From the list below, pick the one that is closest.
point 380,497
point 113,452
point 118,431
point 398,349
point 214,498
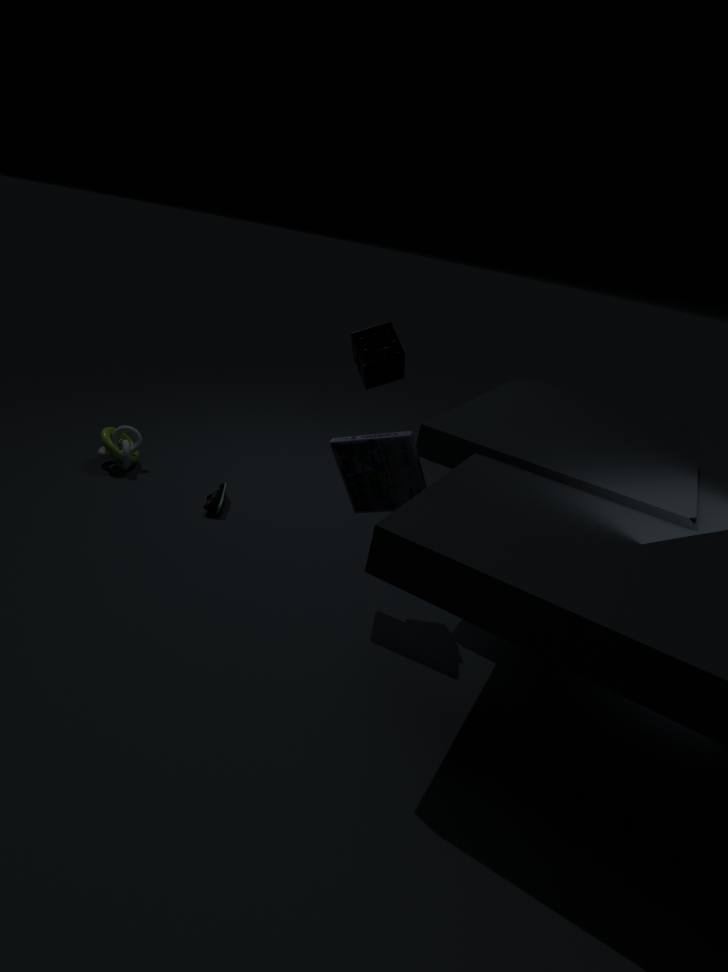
point 398,349
